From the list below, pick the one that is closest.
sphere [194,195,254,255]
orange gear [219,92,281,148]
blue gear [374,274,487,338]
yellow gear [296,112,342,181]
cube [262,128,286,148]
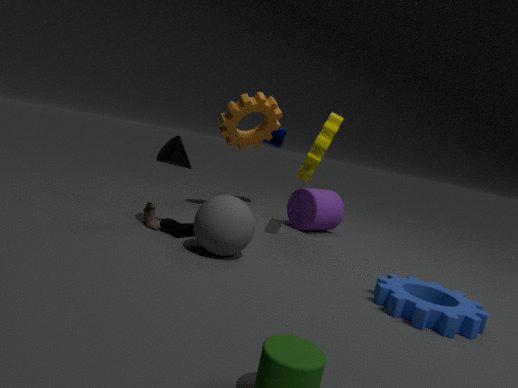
blue gear [374,274,487,338]
